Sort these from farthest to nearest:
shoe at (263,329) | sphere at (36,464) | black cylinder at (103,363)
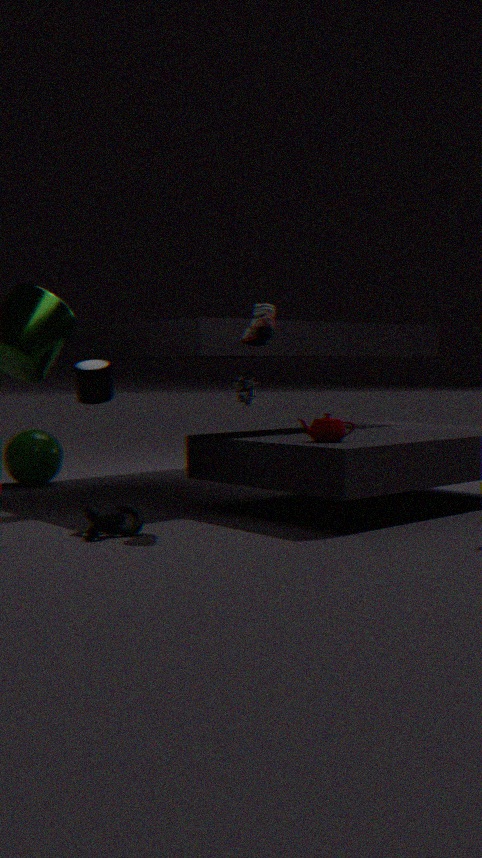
sphere at (36,464) → black cylinder at (103,363) → shoe at (263,329)
